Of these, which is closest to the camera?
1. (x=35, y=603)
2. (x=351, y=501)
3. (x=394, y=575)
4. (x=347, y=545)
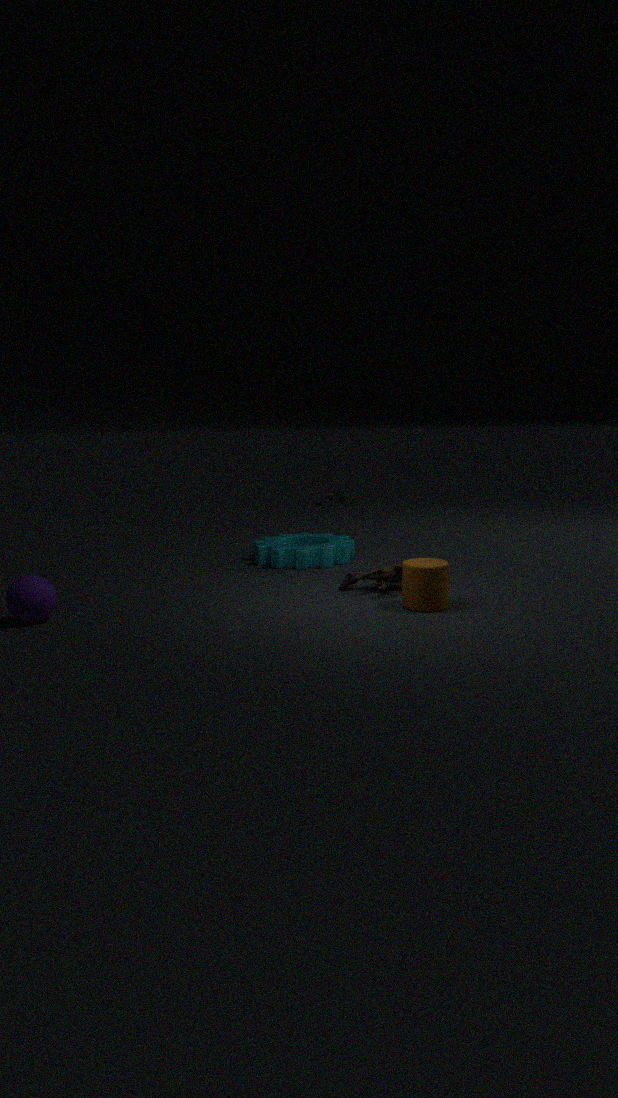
(x=35, y=603)
